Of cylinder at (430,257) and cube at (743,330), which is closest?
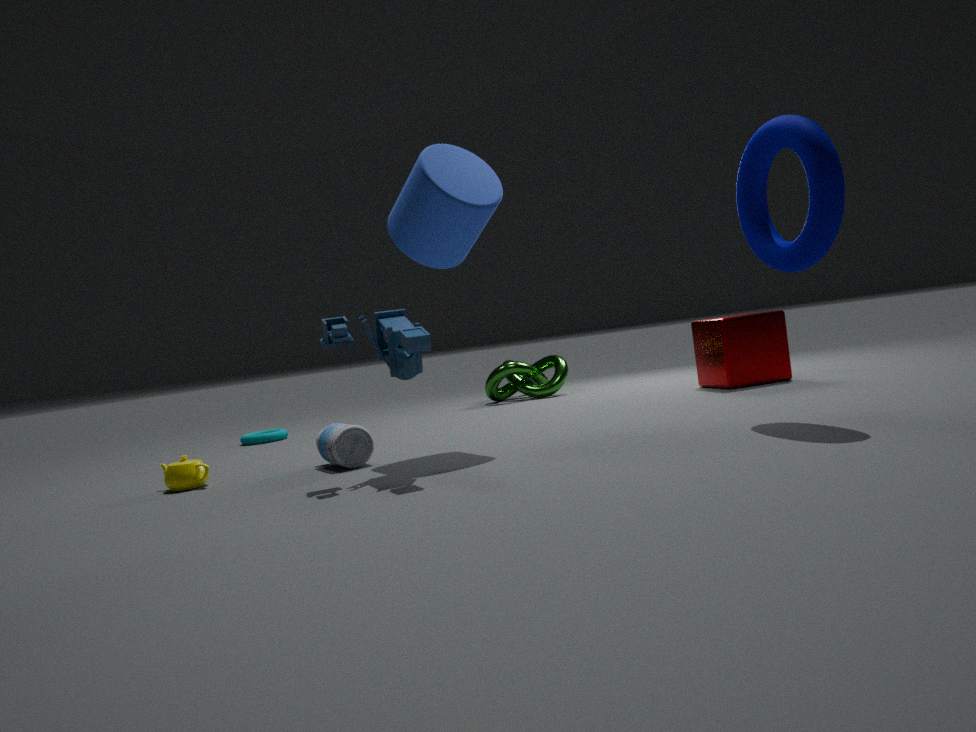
cylinder at (430,257)
